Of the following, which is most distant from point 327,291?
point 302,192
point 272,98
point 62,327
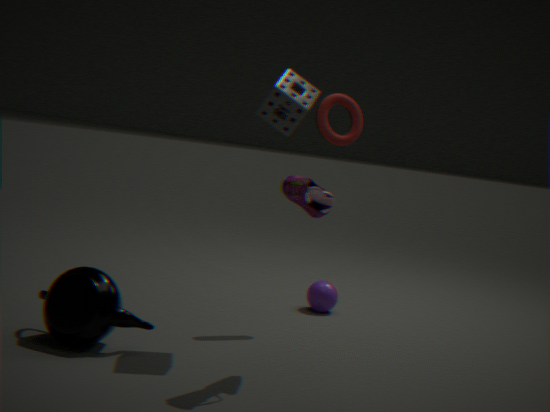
point 62,327
